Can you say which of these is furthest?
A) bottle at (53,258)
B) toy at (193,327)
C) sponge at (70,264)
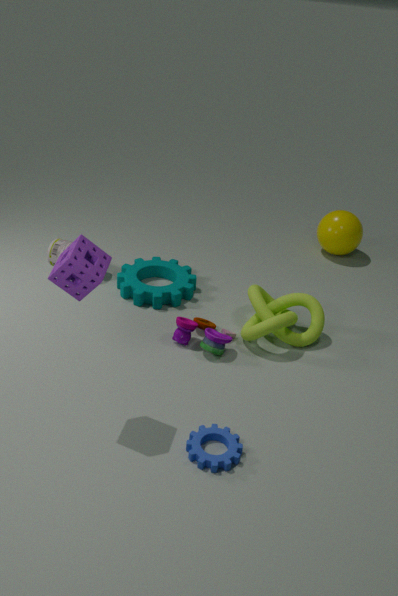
bottle at (53,258)
